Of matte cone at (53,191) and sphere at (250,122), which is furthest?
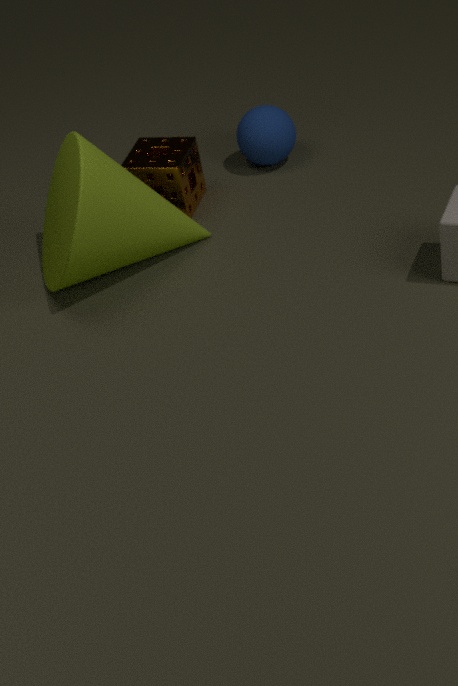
sphere at (250,122)
